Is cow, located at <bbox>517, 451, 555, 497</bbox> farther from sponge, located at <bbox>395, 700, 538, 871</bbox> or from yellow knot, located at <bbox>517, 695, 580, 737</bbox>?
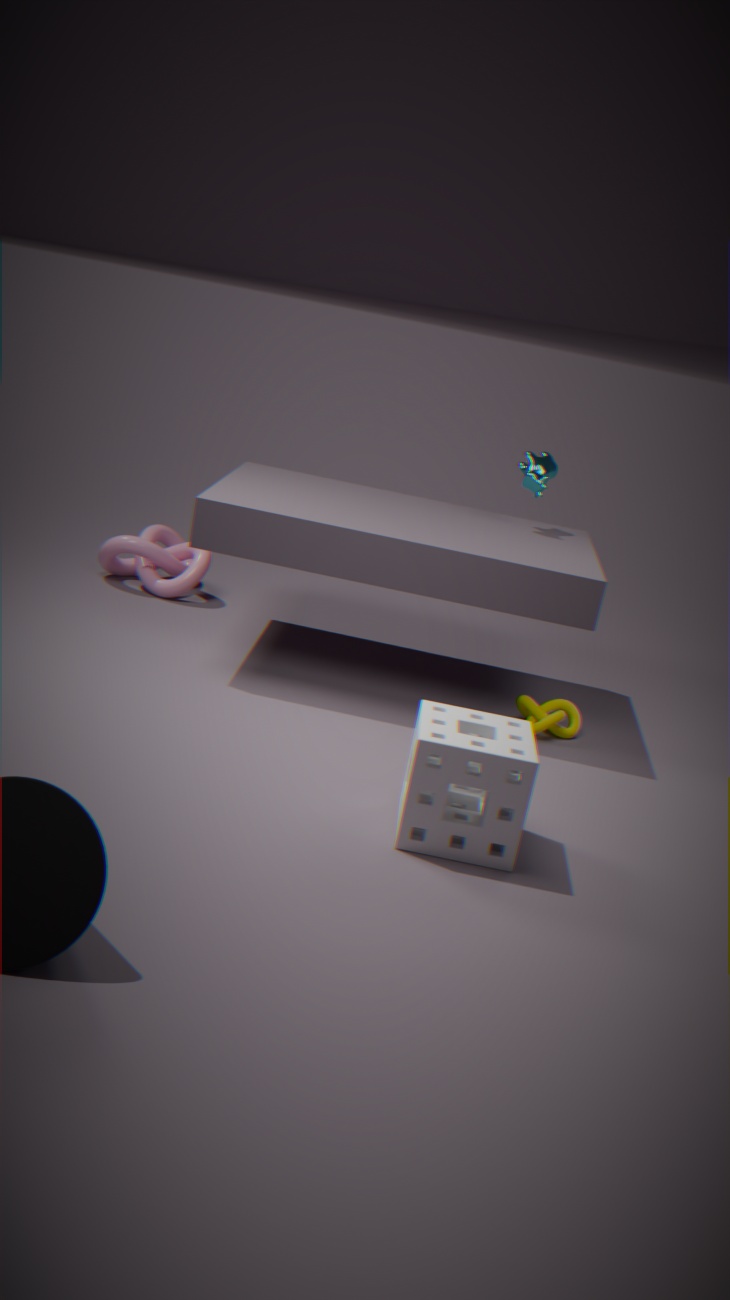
sponge, located at <bbox>395, 700, 538, 871</bbox>
